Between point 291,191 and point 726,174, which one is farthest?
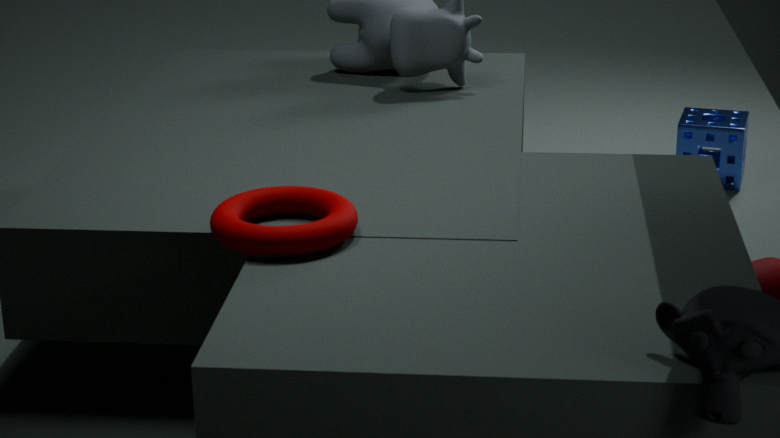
point 726,174
